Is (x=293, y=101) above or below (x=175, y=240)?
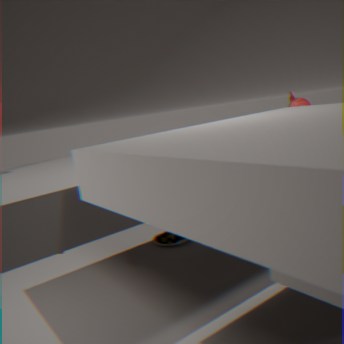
above
